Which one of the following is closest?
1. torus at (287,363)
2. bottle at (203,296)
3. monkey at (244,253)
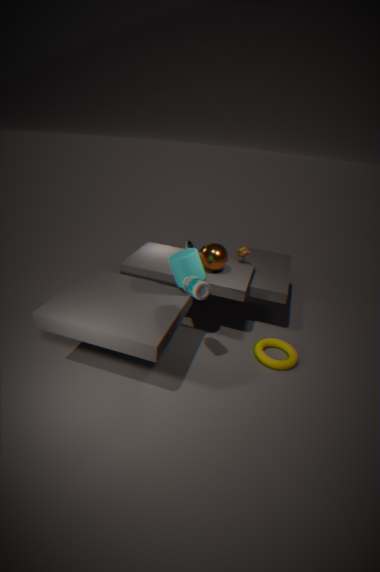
bottle at (203,296)
